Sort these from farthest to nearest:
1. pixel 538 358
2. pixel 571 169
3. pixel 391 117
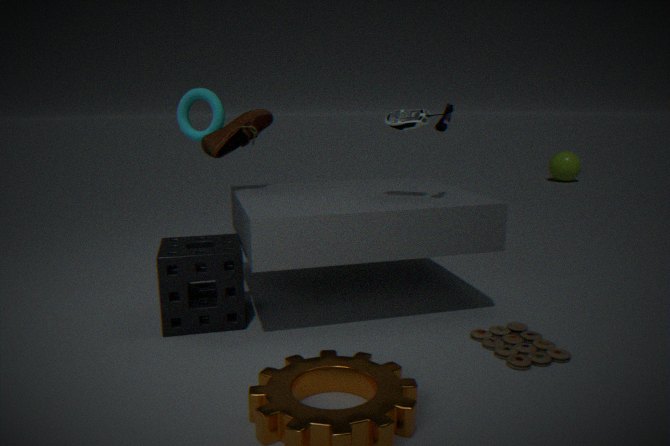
pixel 571 169 < pixel 391 117 < pixel 538 358
